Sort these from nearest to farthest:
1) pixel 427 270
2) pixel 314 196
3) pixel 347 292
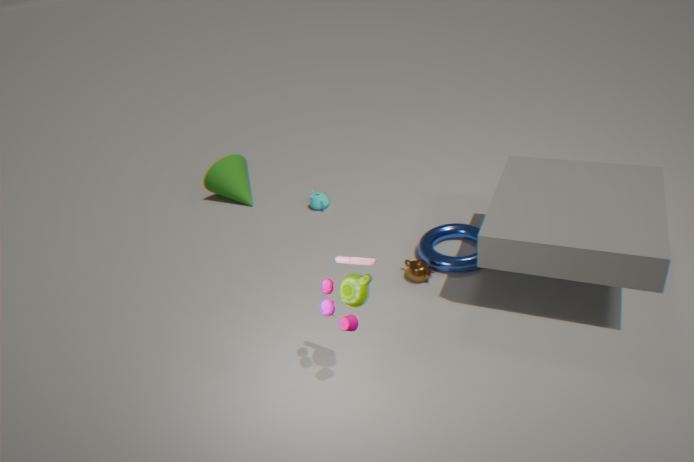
3 < 1 < 2
